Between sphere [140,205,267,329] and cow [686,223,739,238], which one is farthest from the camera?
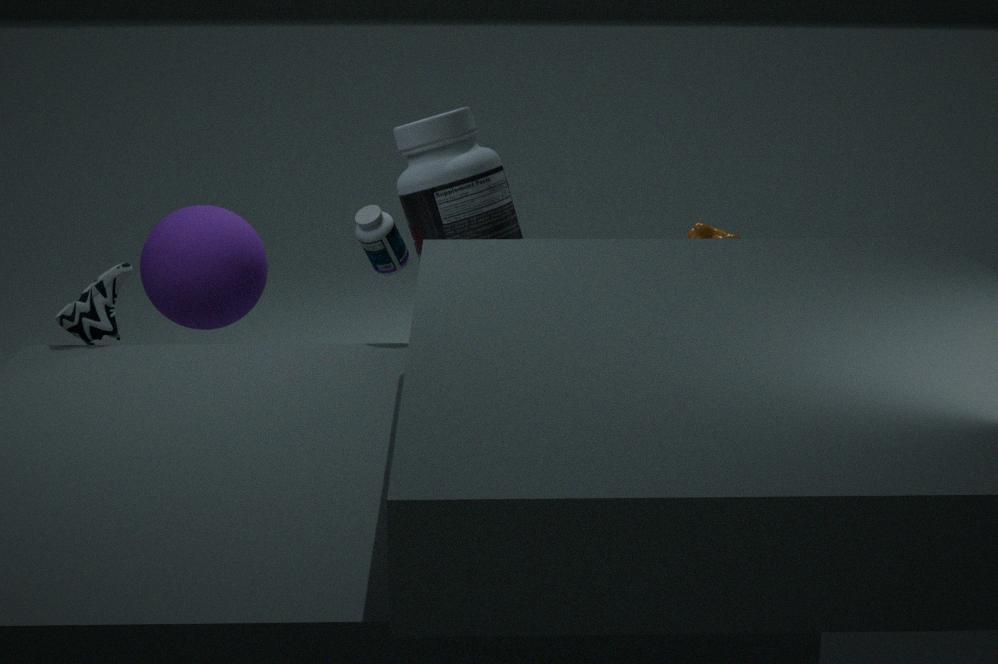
sphere [140,205,267,329]
